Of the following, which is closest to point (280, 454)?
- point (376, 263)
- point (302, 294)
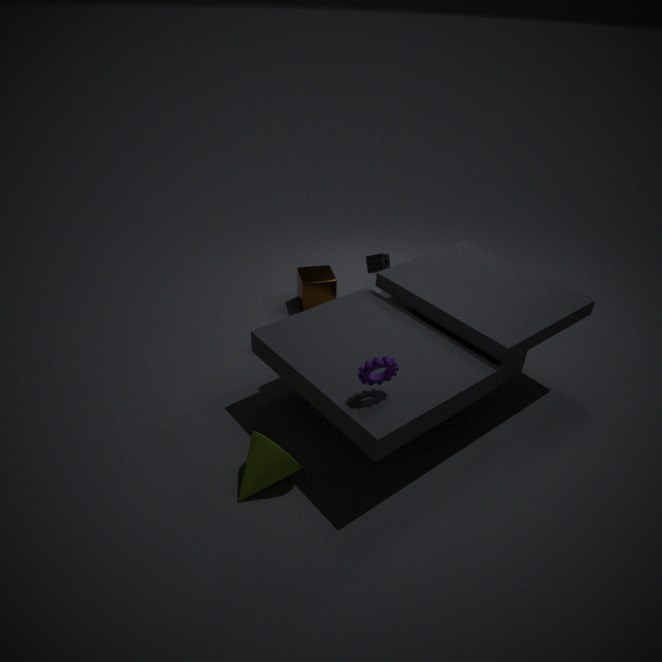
point (302, 294)
